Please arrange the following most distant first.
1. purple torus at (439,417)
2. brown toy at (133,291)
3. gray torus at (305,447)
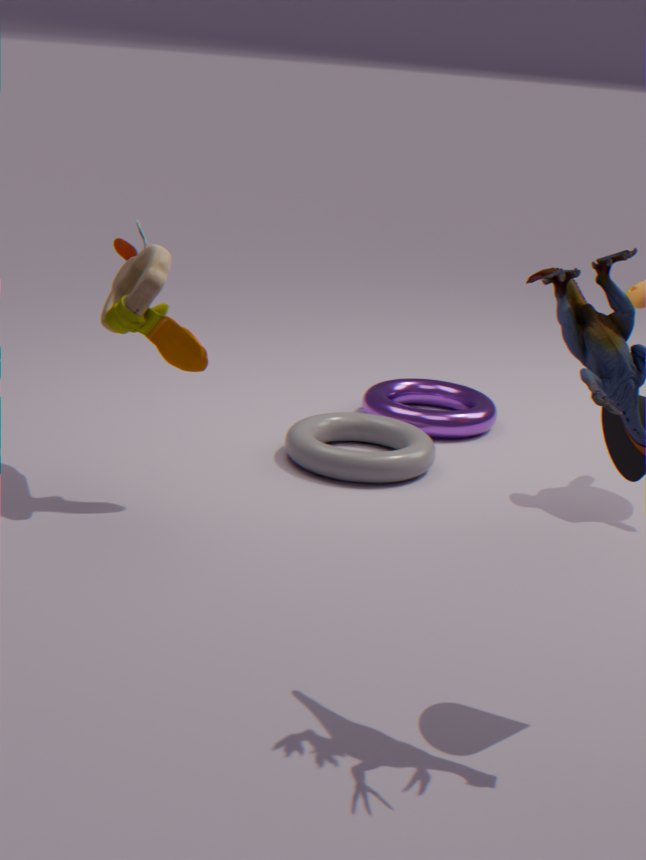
purple torus at (439,417) < gray torus at (305,447) < brown toy at (133,291)
